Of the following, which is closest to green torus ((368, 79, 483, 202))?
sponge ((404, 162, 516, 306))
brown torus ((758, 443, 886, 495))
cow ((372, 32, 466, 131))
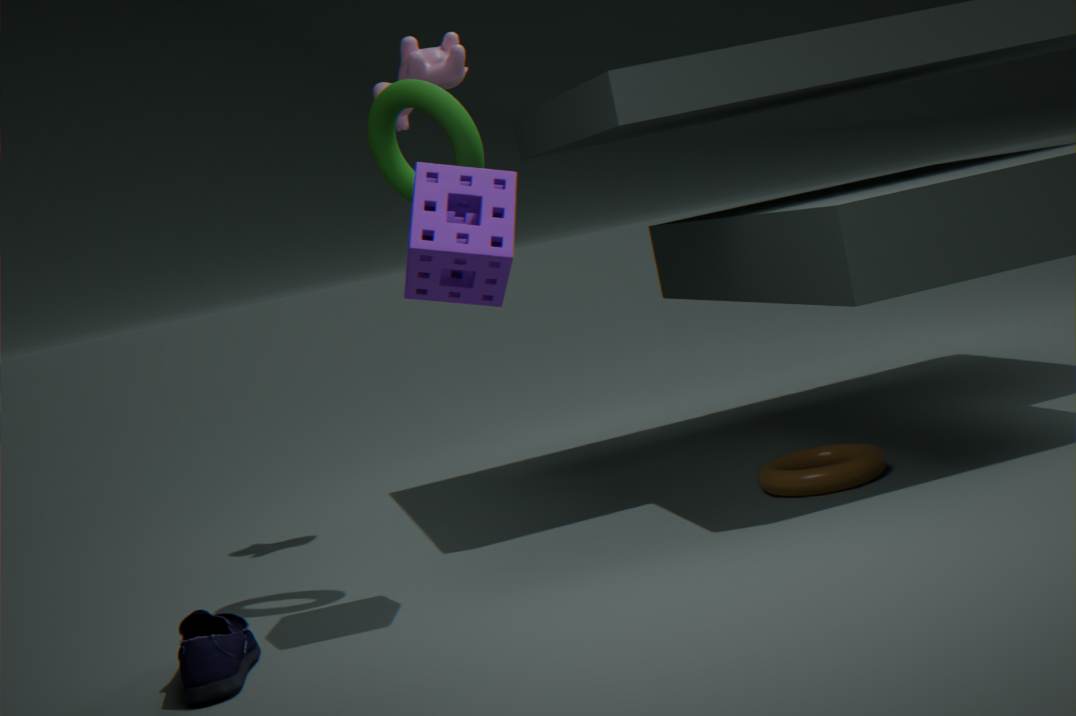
sponge ((404, 162, 516, 306))
